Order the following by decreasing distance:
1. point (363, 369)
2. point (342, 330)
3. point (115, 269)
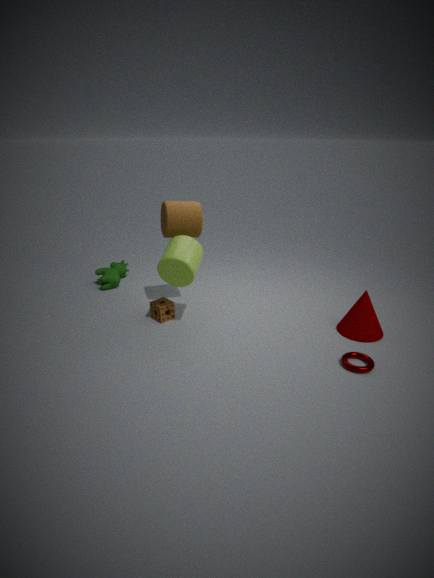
point (115, 269), point (342, 330), point (363, 369)
